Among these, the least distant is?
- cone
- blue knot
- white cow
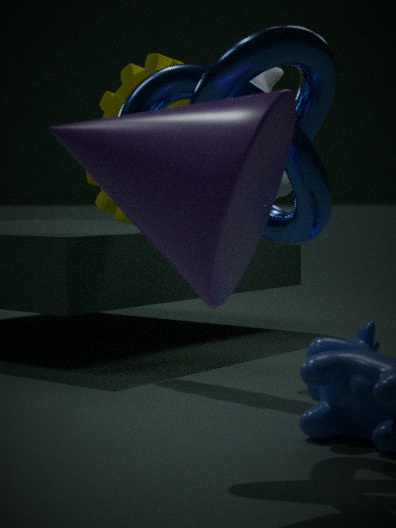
cone
